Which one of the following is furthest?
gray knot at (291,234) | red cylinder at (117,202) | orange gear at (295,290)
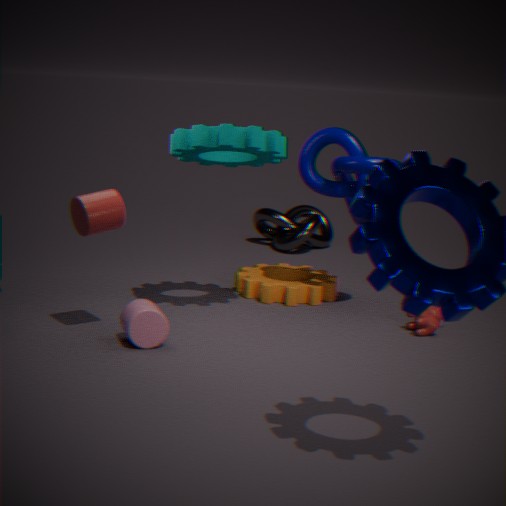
gray knot at (291,234)
